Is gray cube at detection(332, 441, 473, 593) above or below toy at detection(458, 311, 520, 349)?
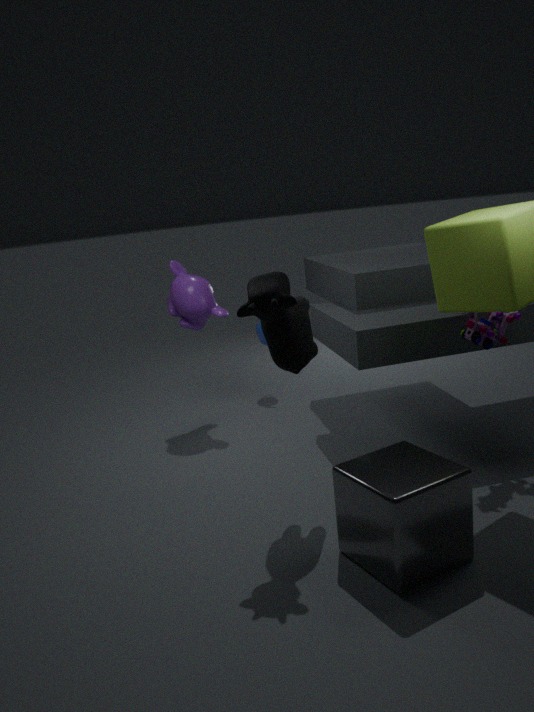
below
